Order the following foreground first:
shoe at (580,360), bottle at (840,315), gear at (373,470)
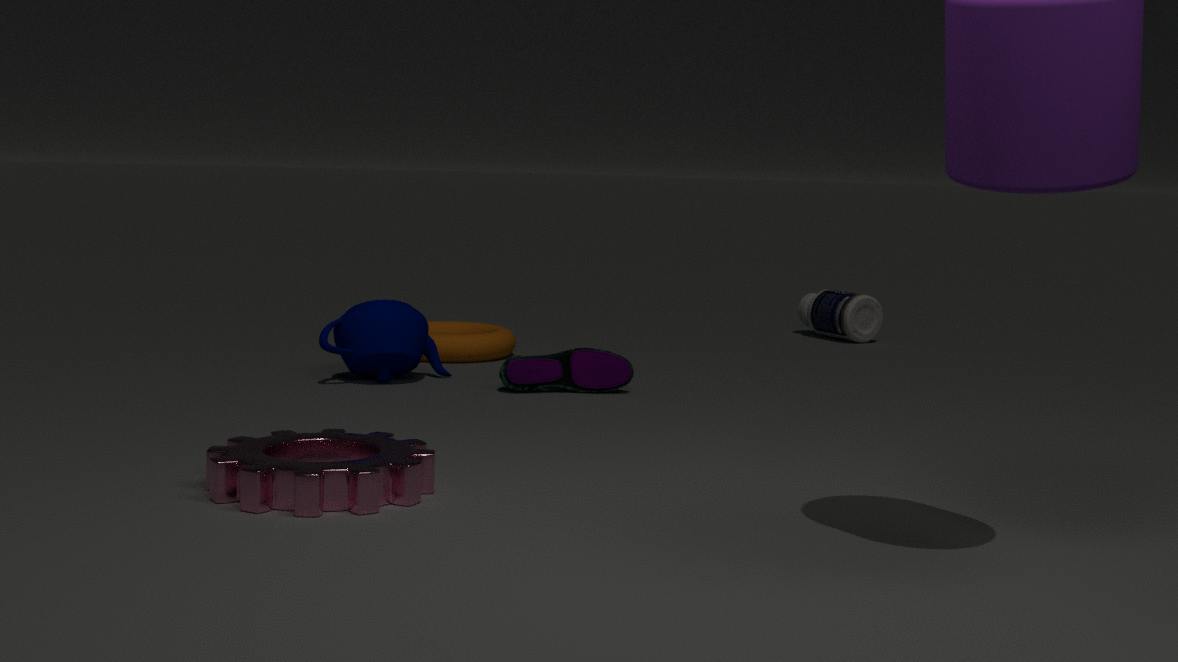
gear at (373,470)
shoe at (580,360)
bottle at (840,315)
